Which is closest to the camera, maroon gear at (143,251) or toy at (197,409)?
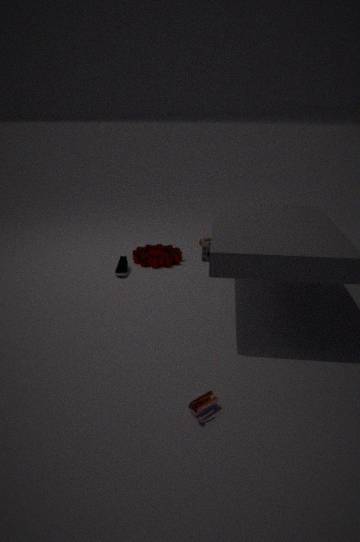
toy at (197,409)
